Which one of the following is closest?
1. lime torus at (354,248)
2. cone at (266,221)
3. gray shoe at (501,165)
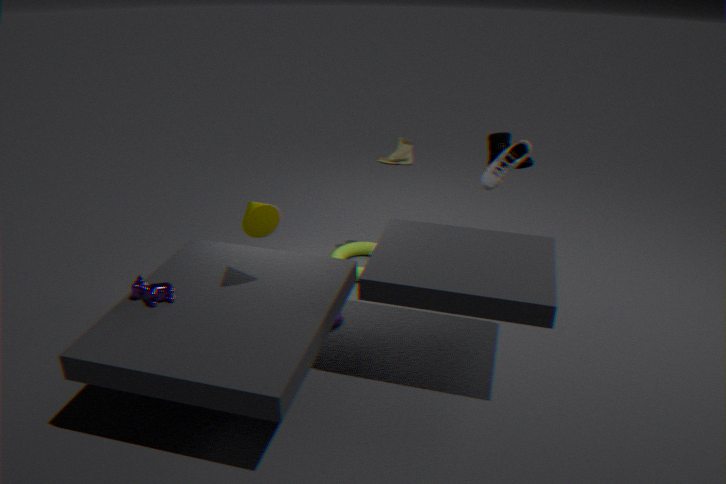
cone at (266,221)
